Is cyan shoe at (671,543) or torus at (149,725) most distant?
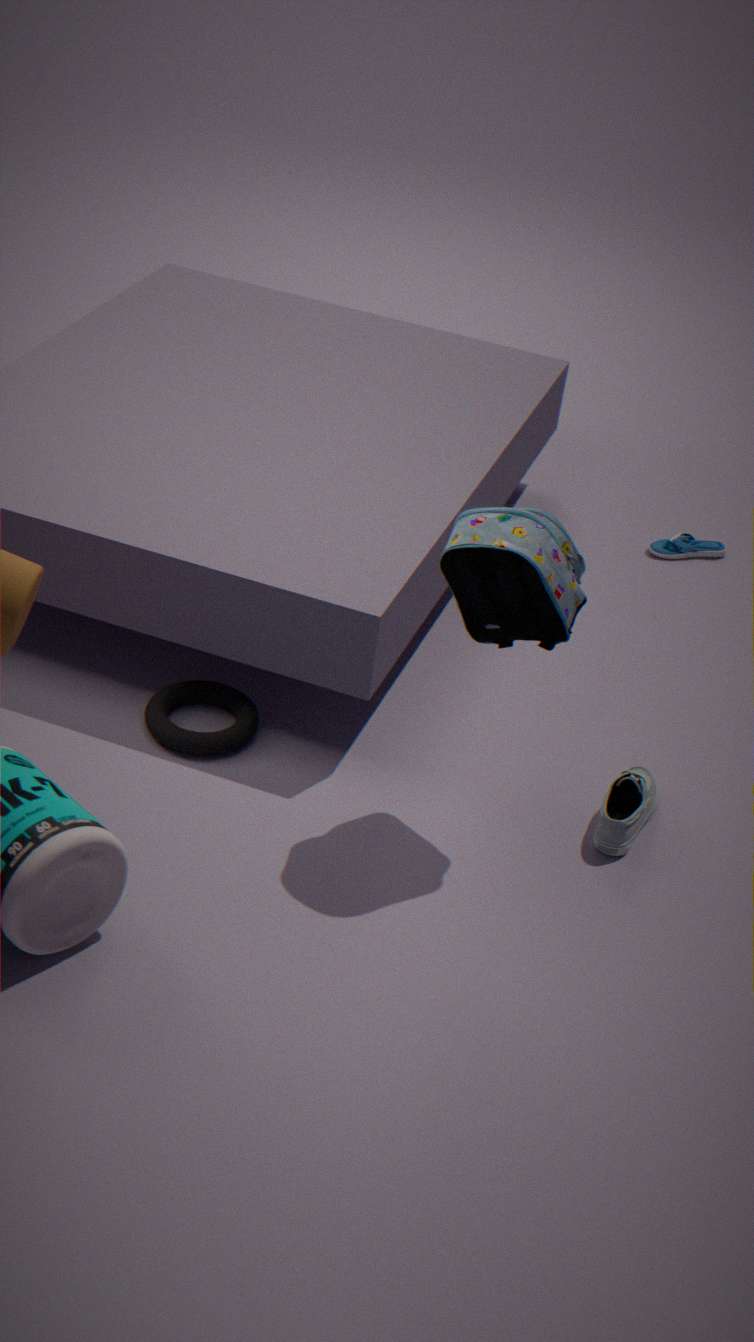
cyan shoe at (671,543)
